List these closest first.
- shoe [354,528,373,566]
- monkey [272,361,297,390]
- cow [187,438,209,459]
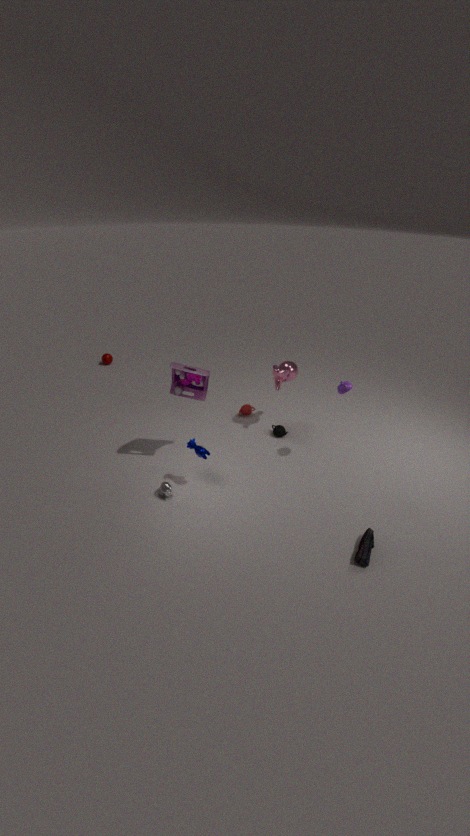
shoe [354,528,373,566], cow [187,438,209,459], monkey [272,361,297,390]
